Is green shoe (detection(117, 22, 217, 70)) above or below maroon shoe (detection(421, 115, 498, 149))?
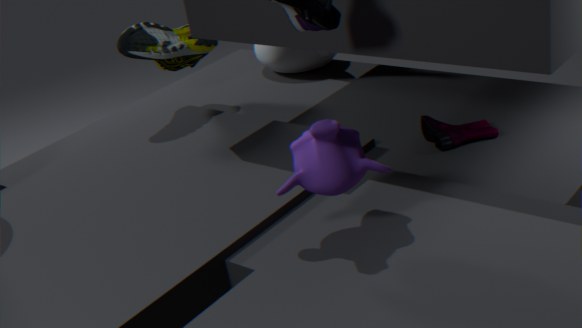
above
